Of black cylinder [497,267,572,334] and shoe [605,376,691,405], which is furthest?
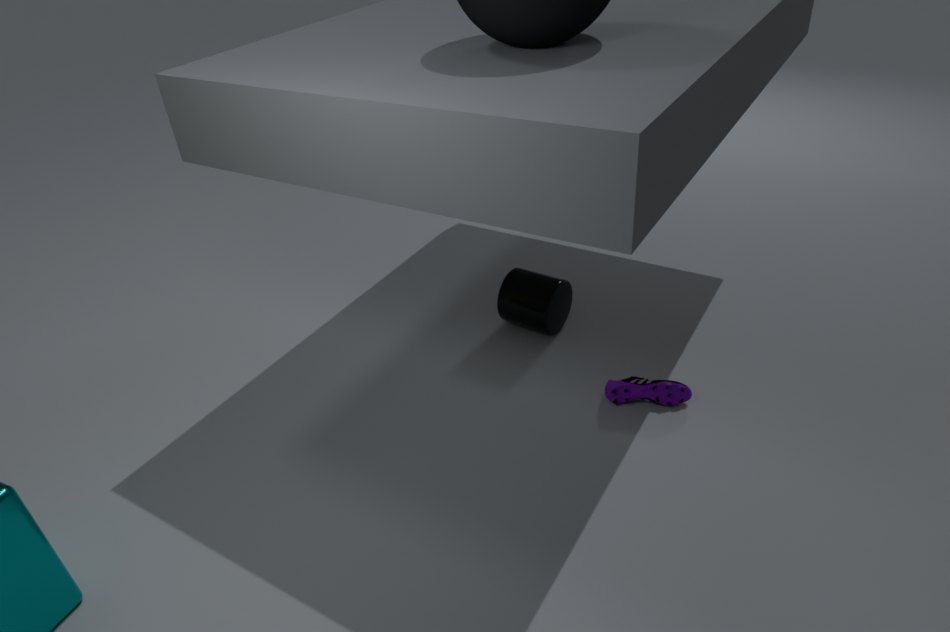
black cylinder [497,267,572,334]
